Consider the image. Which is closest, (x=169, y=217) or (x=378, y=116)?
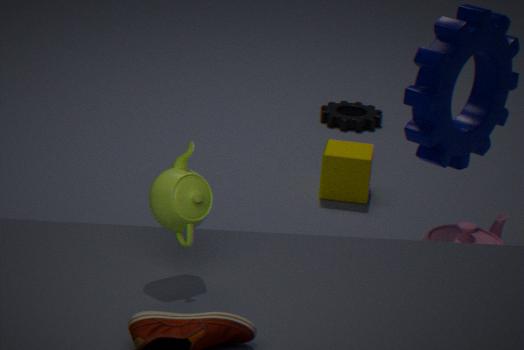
(x=169, y=217)
